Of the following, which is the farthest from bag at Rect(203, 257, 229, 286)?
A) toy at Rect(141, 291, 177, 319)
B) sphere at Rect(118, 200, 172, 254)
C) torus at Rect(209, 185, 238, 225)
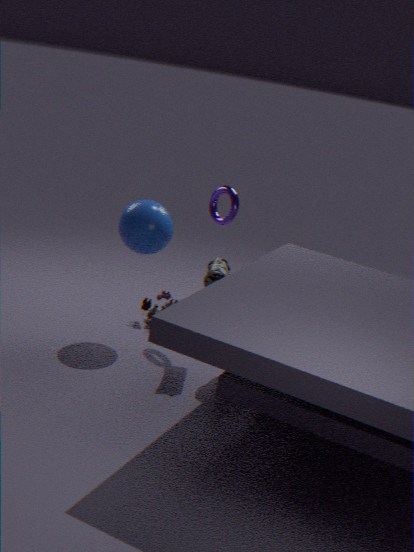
toy at Rect(141, 291, 177, 319)
